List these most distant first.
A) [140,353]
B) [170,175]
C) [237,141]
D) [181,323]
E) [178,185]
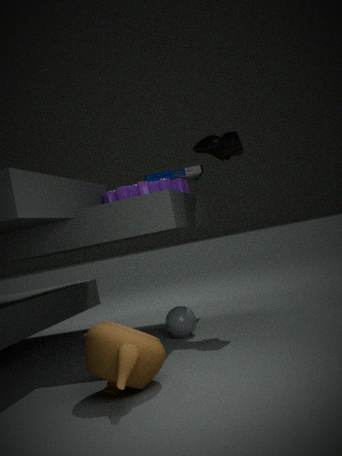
[178,185], [170,175], [237,141], [181,323], [140,353]
